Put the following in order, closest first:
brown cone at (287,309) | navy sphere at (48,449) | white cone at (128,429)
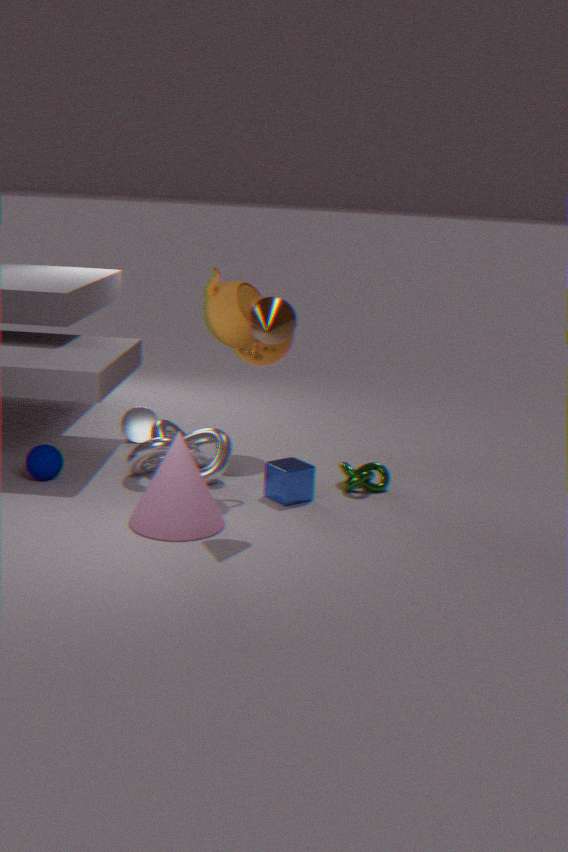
1. brown cone at (287,309)
2. navy sphere at (48,449)
3. white cone at (128,429)
